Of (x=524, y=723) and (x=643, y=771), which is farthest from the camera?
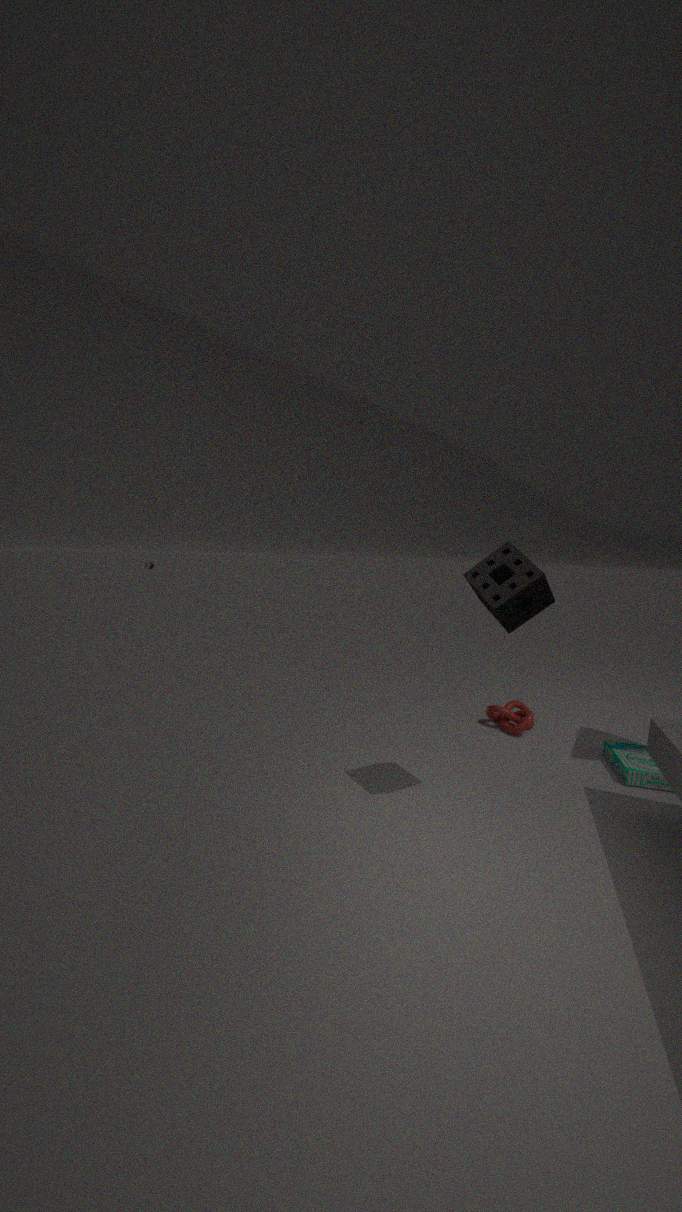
(x=524, y=723)
